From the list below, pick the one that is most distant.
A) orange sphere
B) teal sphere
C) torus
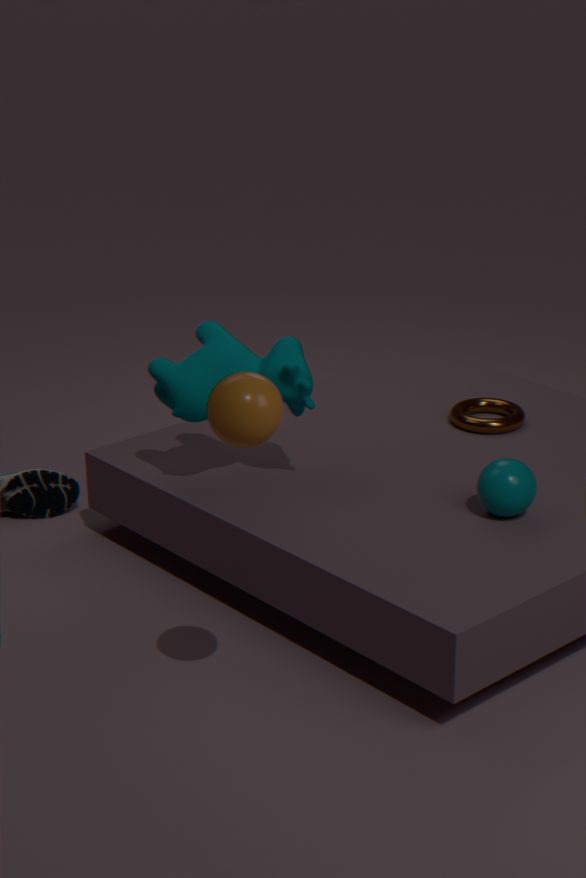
torus
